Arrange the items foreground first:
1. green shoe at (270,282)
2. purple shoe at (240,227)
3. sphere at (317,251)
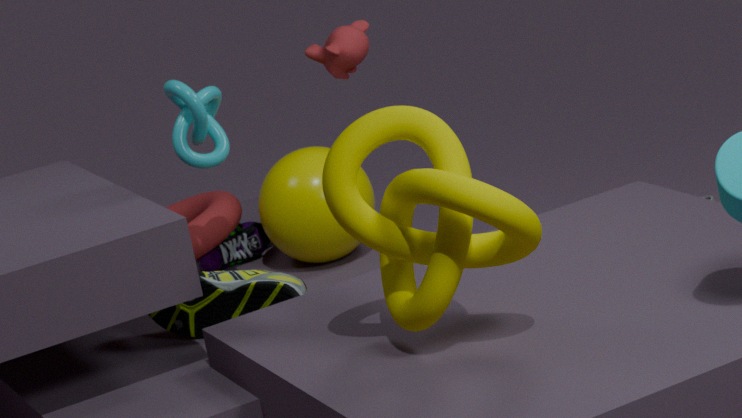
green shoe at (270,282), sphere at (317,251), purple shoe at (240,227)
